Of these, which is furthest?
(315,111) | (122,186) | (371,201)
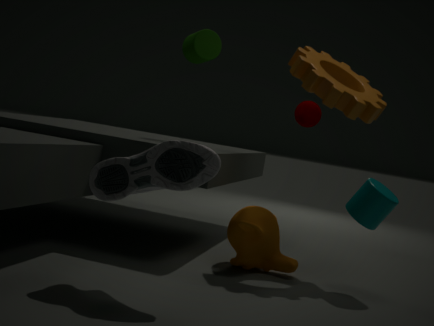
(315,111)
